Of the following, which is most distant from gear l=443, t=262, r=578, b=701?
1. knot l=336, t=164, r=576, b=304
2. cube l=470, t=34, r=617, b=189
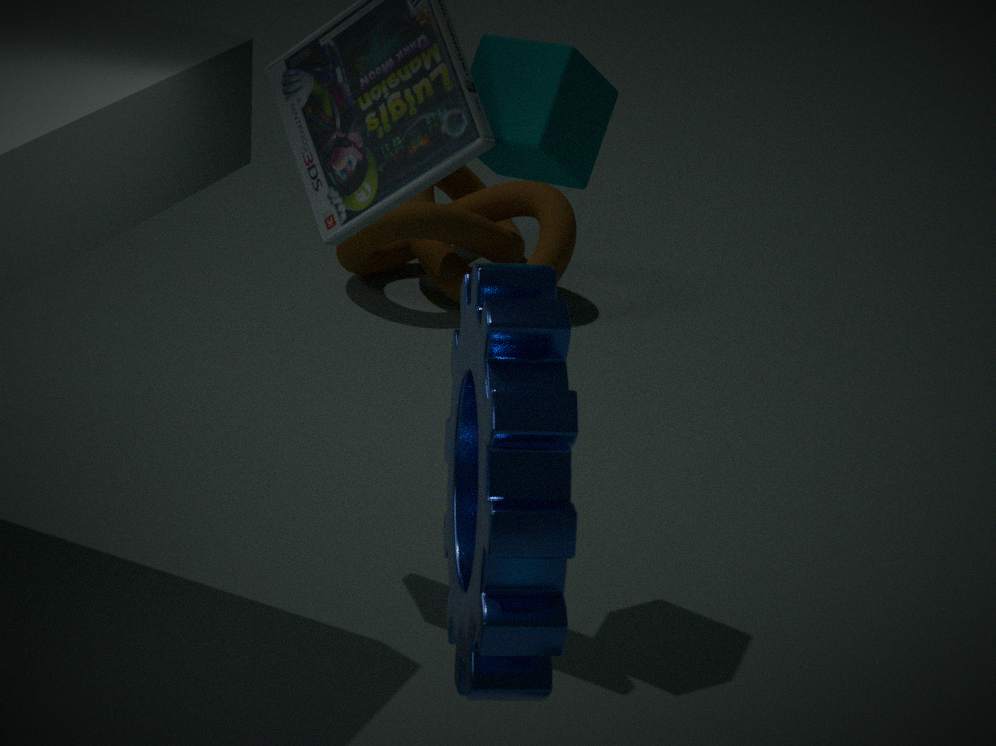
knot l=336, t=164, r=576, b=304
